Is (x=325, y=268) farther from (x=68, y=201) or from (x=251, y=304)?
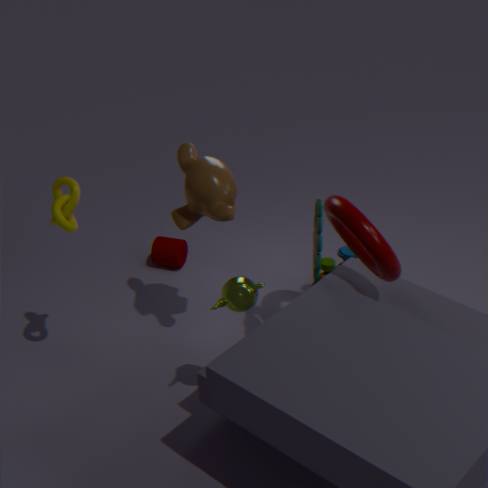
(x=68, y=201)
